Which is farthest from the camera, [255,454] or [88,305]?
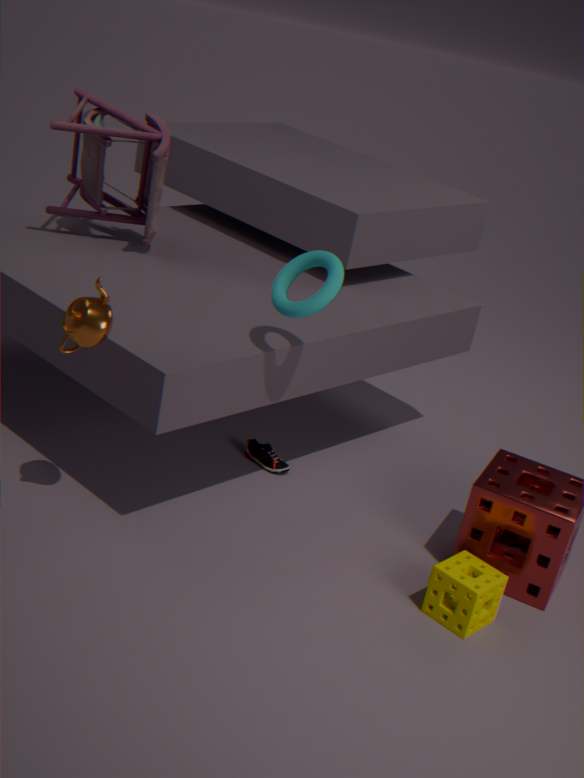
[255,454]
